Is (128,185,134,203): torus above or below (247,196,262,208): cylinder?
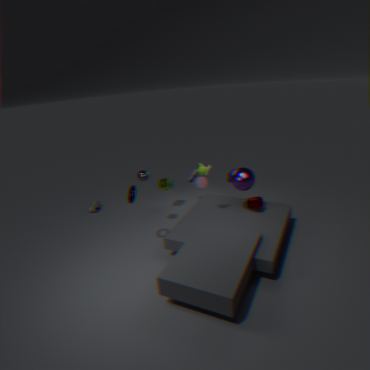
above
